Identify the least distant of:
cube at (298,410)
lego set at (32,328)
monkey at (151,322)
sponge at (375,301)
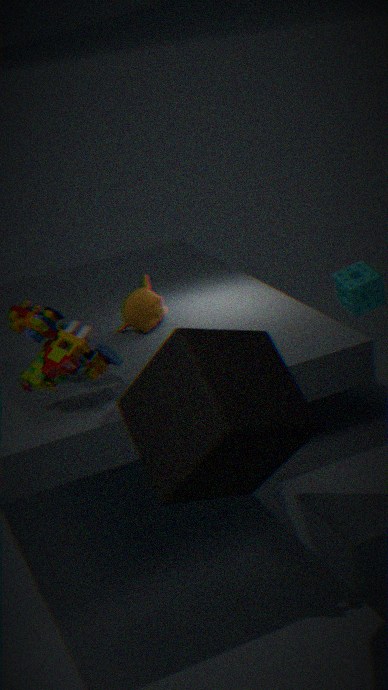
cube at (298,410)
